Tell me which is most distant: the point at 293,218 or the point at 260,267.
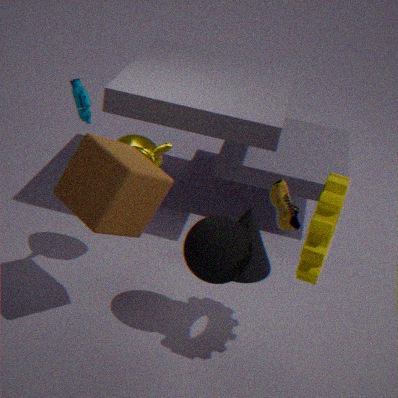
the point at 260,267
